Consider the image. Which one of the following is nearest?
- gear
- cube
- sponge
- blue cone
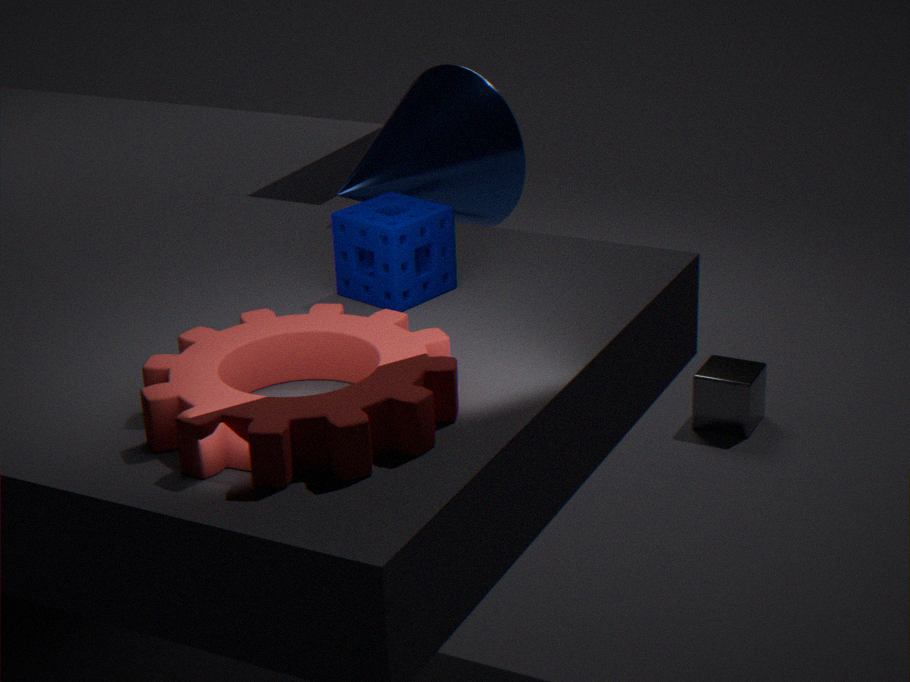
gear
